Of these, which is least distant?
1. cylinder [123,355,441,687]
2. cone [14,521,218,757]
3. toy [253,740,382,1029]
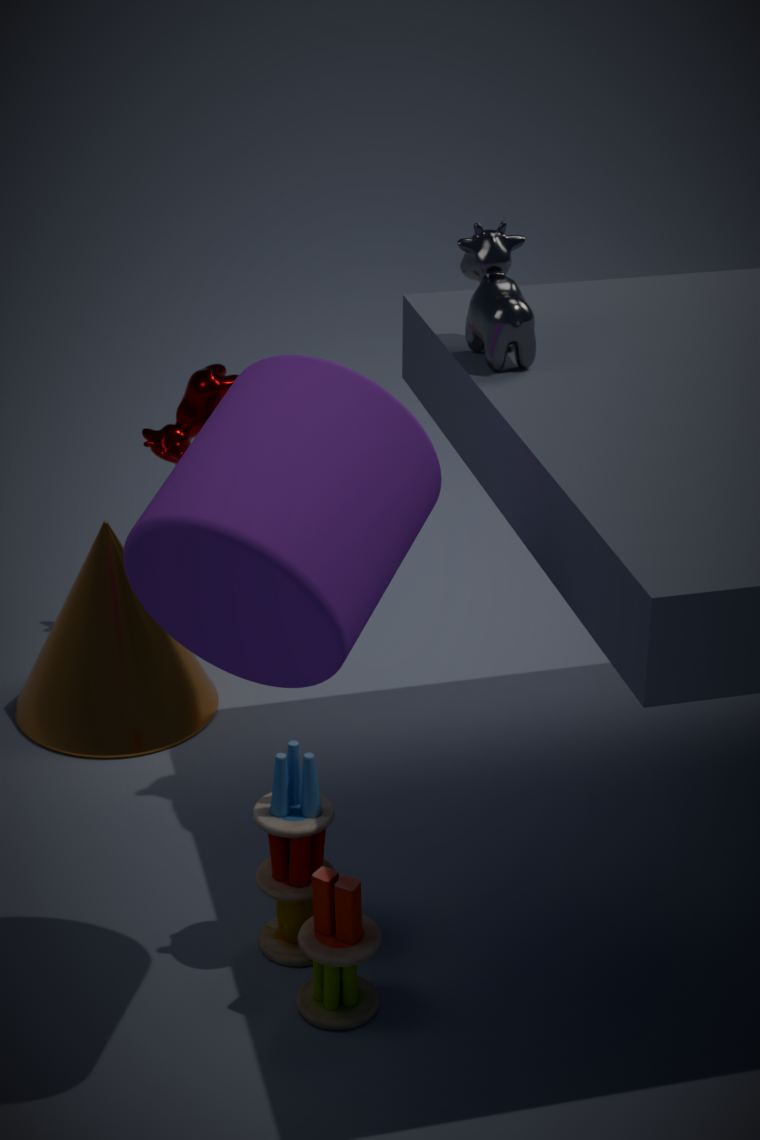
cylinder [123,355,441,687]
